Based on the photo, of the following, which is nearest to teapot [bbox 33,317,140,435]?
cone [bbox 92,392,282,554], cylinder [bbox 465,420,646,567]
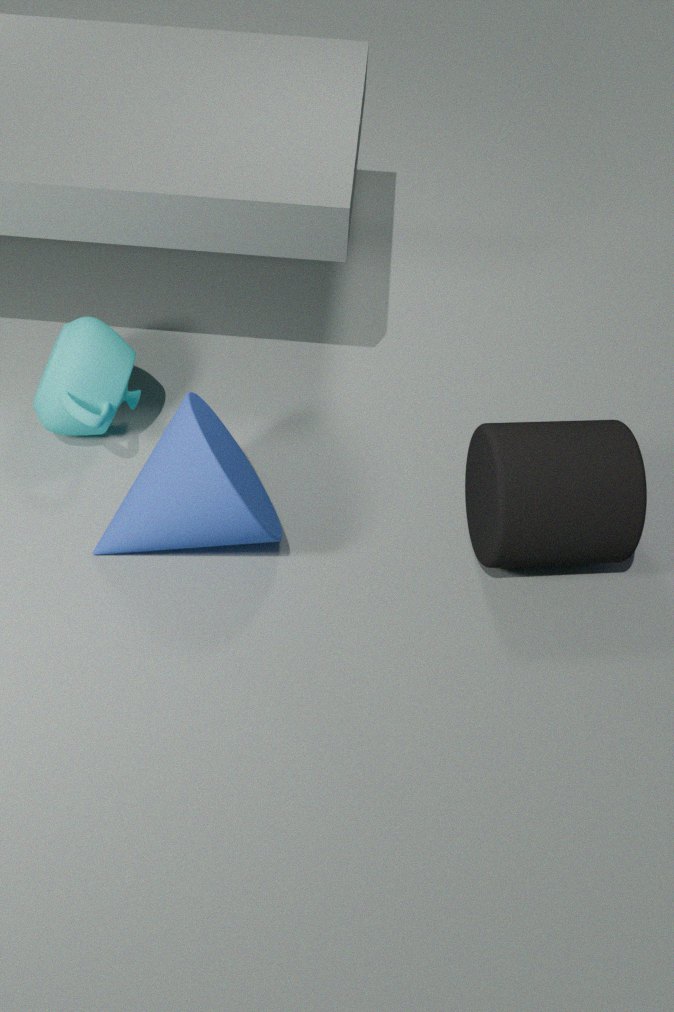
cone [bbox 92,392,282,554]
